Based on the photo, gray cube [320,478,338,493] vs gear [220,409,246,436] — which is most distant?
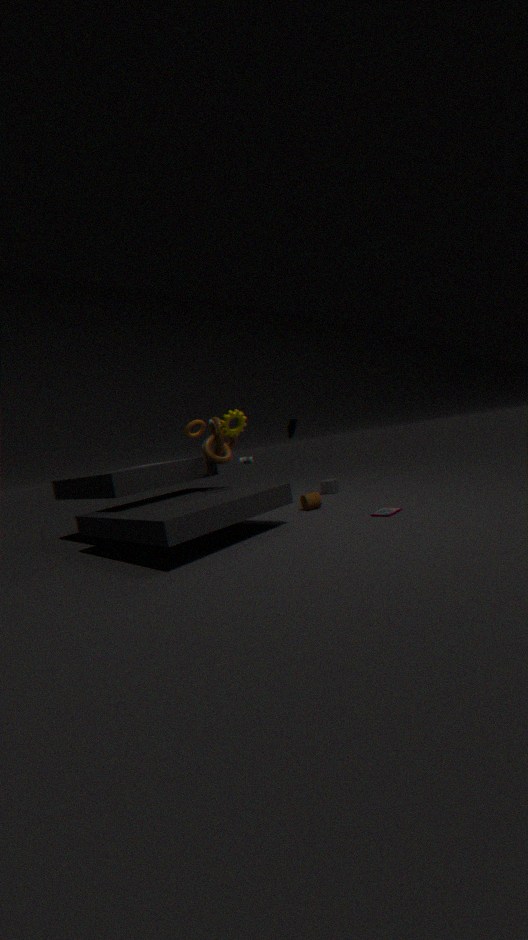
gray cube [320,478,338,493]
